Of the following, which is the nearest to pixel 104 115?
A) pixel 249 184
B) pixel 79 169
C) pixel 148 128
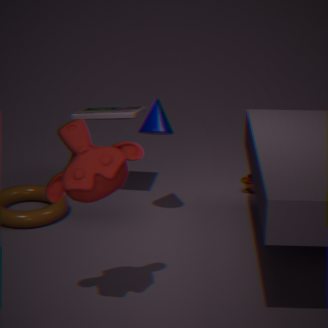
pixel 148 128
